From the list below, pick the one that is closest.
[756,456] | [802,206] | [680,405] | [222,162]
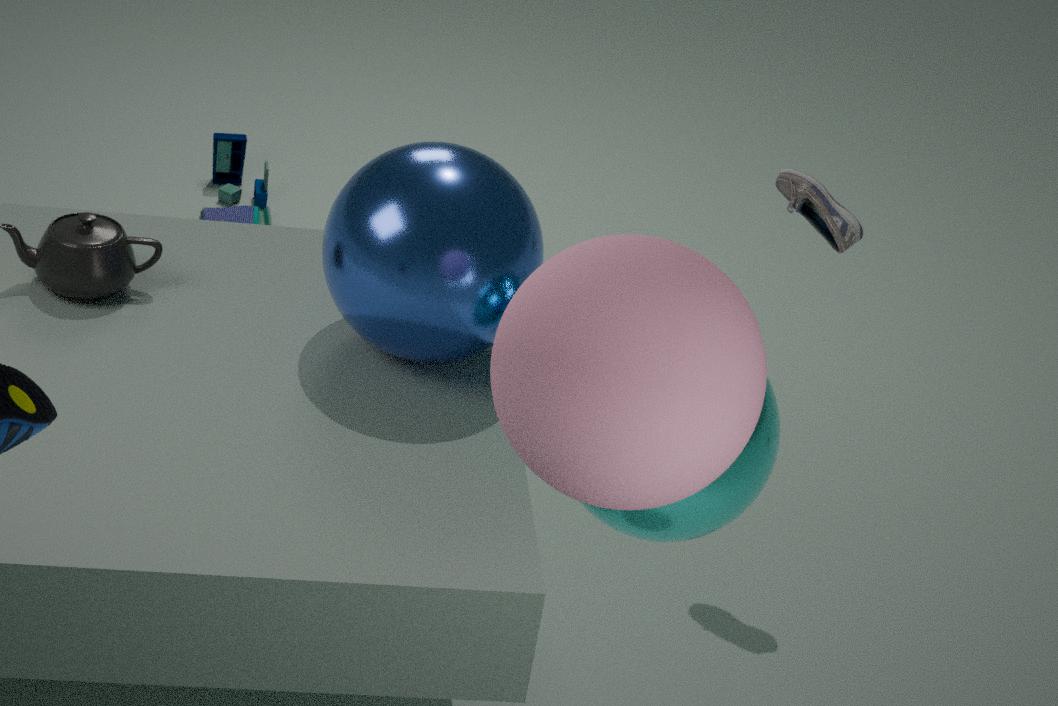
[680,405]
